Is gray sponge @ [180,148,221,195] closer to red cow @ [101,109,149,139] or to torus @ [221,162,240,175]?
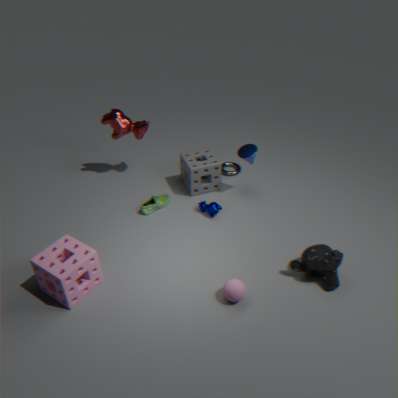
torus @ [221,162,240,175]
